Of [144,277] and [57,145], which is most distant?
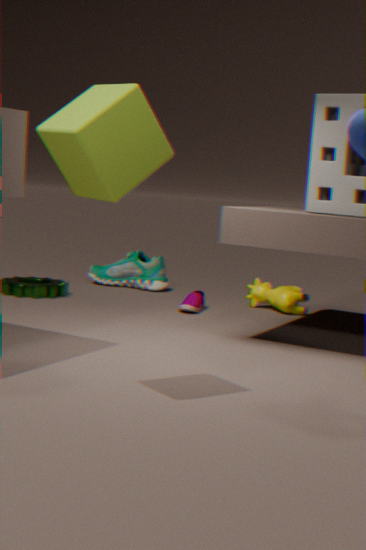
[144,277]
